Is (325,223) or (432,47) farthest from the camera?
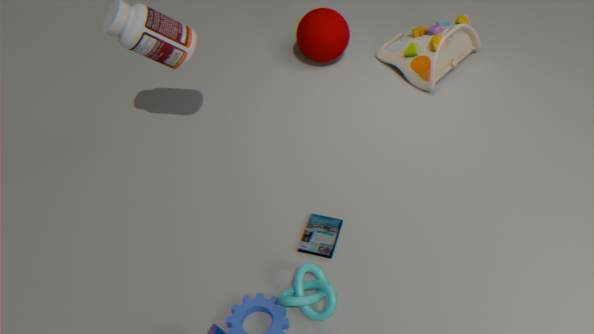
(432,47)
